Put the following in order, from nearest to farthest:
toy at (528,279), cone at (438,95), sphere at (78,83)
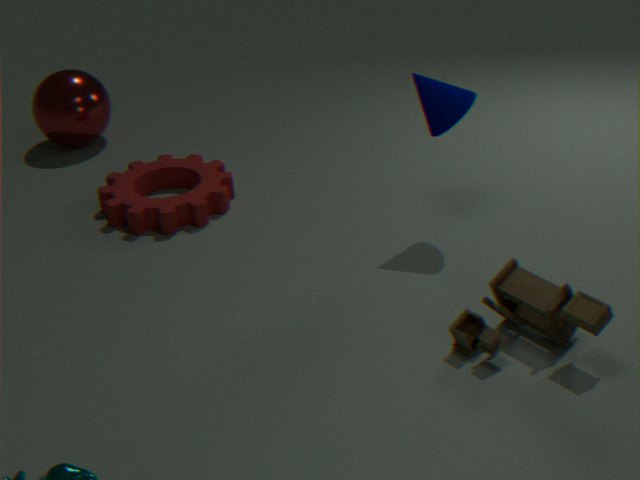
1. toy at (528,279)
2. cone at (438,95)
3. sphere at (78,83)
